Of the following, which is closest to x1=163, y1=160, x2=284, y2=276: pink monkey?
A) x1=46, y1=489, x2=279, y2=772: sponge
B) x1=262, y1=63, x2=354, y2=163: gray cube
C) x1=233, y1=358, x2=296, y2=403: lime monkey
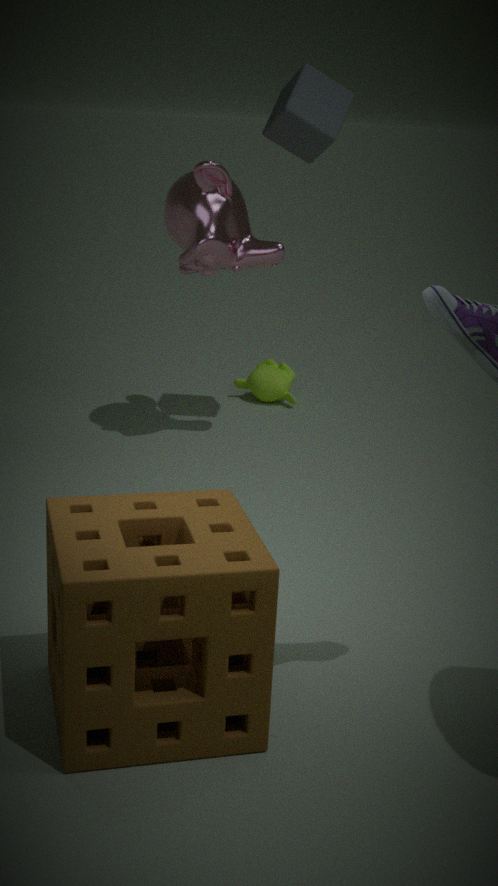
x1=262, y1=63, x2=354, y2=163: gray cube
